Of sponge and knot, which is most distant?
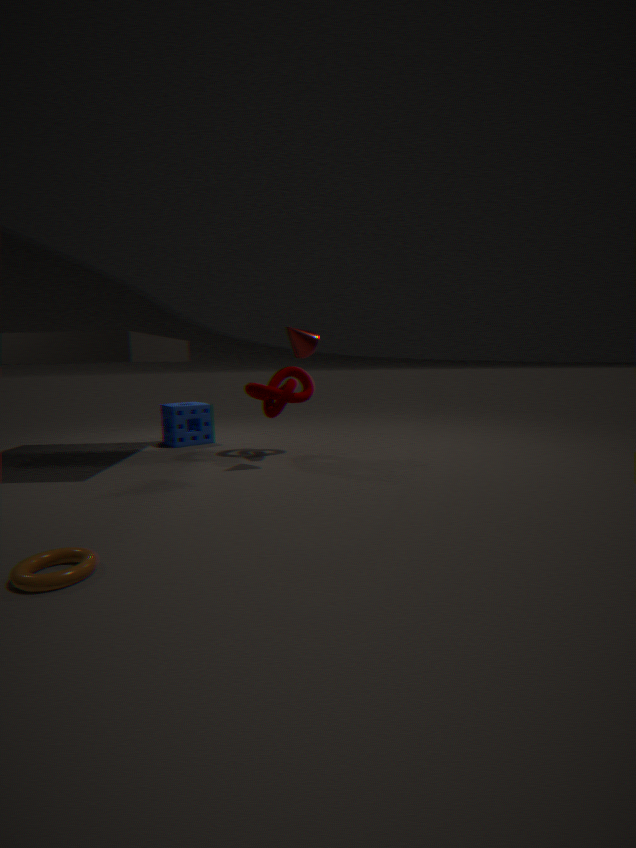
sponge
